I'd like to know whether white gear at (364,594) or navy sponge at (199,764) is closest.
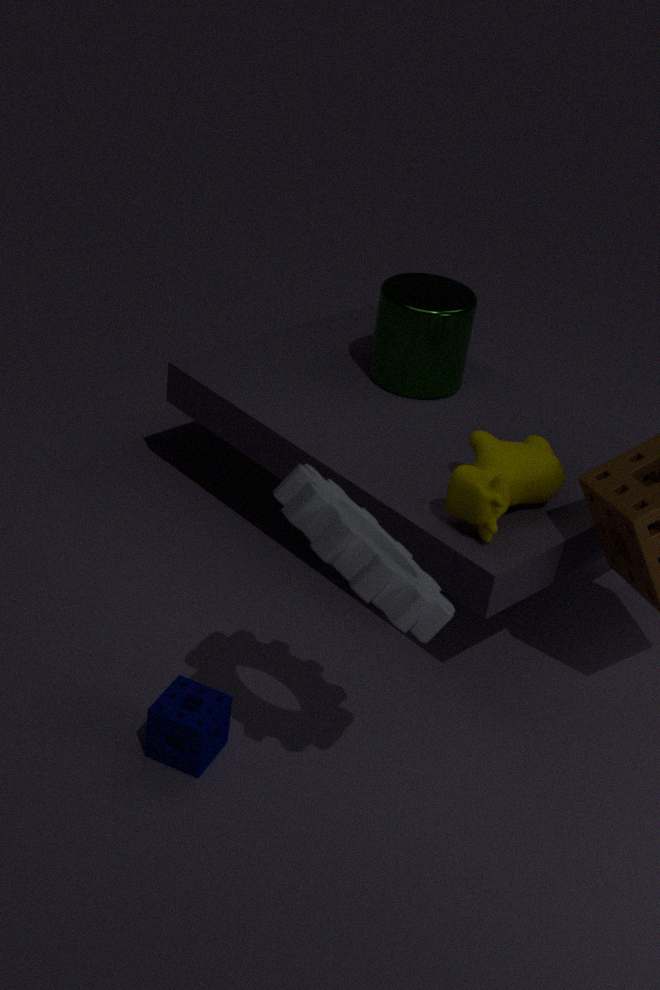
white gear at (364,594)
